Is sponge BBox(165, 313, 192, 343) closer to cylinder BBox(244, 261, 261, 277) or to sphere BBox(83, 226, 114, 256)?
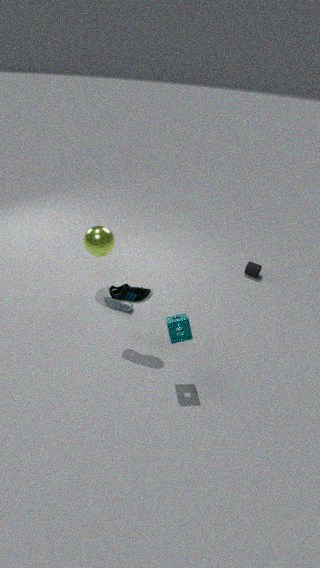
sphere BBox(83, 226, 114, 256)
